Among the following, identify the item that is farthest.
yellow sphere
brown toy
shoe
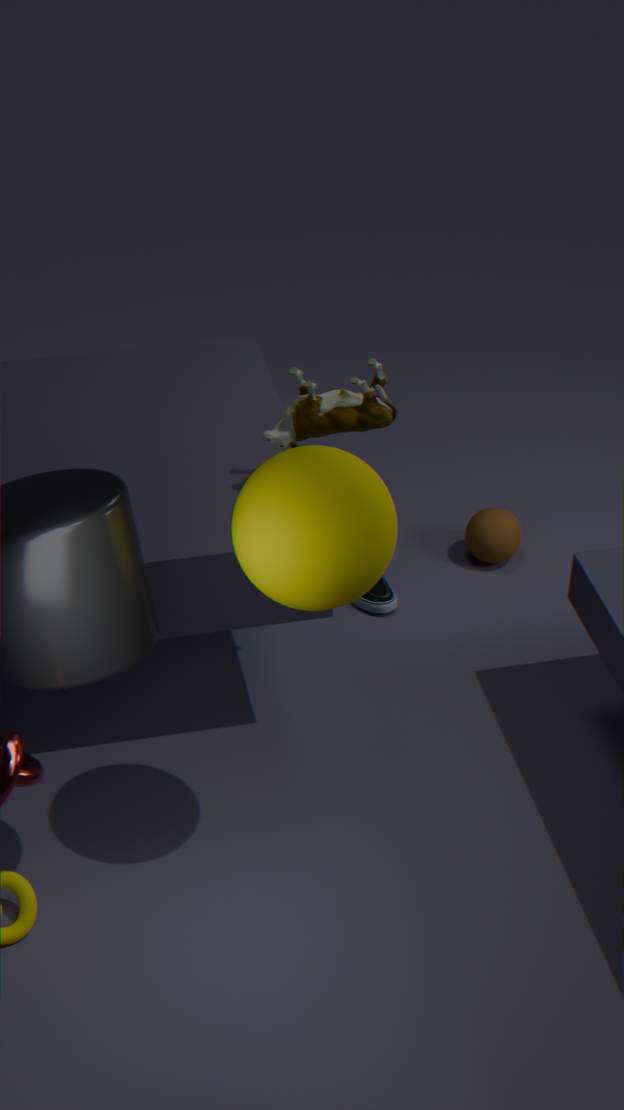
shoe
